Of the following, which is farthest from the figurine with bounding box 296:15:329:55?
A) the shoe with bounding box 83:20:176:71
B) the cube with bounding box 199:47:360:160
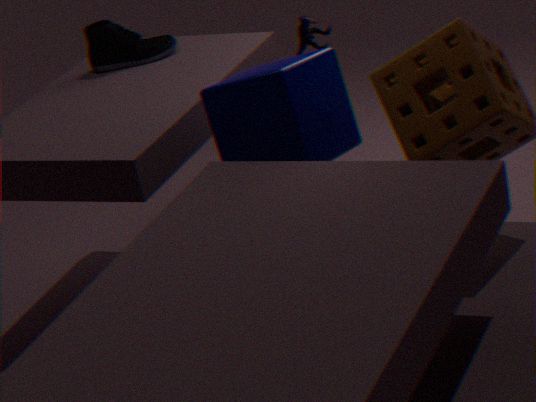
the shoe with bounding box 83:20:176:71
